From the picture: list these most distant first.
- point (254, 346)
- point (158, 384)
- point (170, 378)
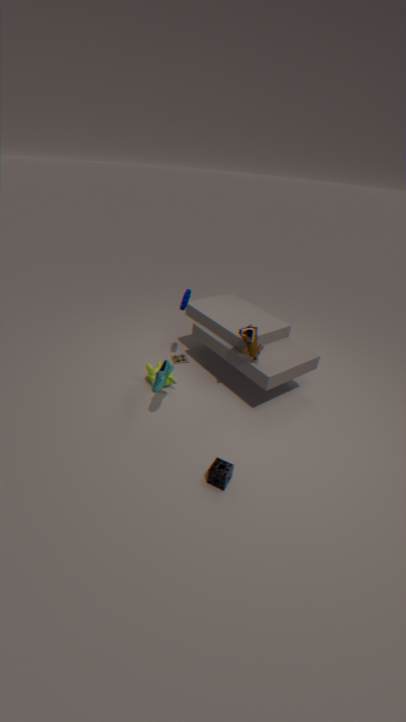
point (170, 378) → point (254, 346) → point (158, 384)
